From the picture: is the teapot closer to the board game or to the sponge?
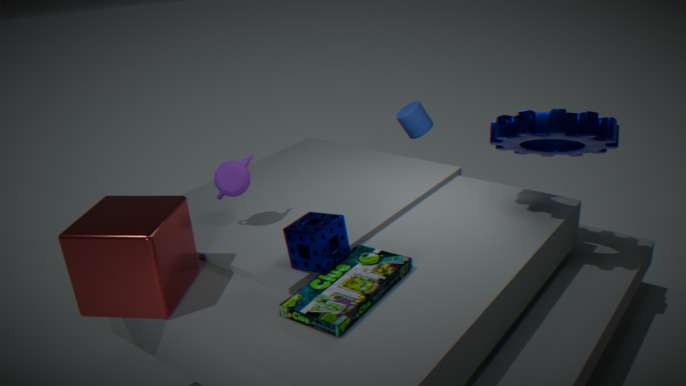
the sponge
